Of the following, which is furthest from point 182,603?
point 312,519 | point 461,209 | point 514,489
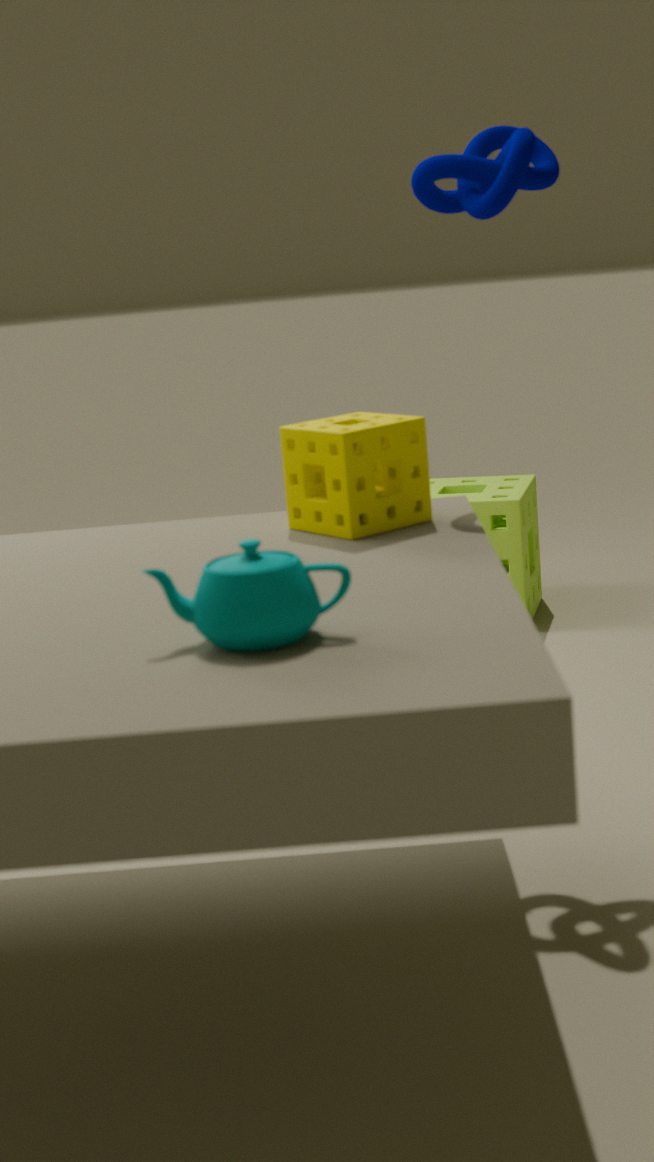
point 514,489
